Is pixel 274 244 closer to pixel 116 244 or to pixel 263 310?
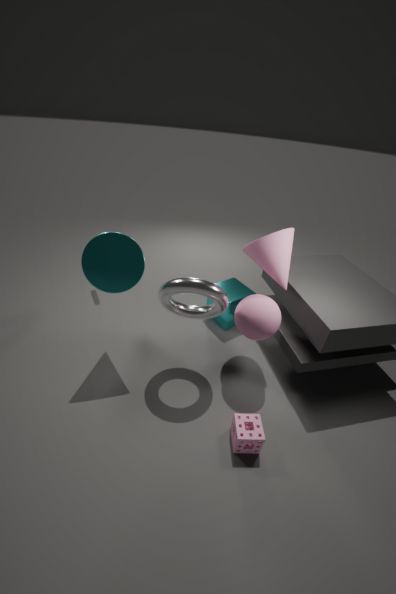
pixel 263 310
